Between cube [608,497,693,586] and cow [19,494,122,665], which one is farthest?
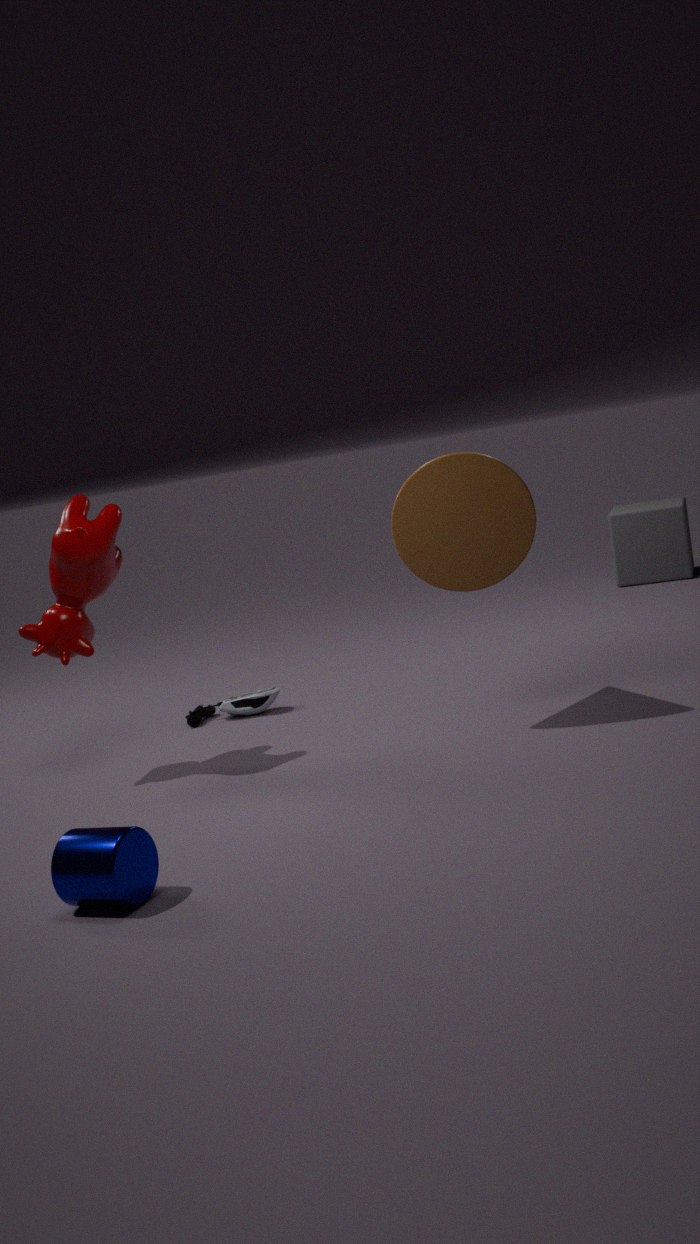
cube [608,497,693,586]
